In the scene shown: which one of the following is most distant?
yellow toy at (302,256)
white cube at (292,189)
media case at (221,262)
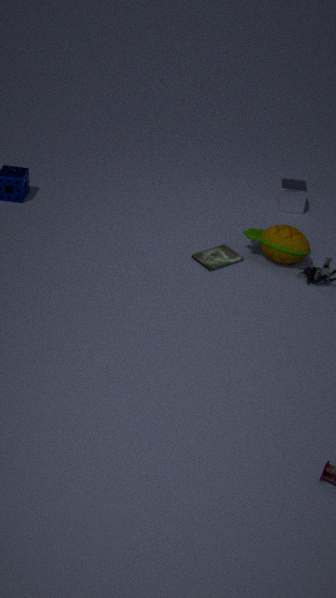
white cube at (292,189)
